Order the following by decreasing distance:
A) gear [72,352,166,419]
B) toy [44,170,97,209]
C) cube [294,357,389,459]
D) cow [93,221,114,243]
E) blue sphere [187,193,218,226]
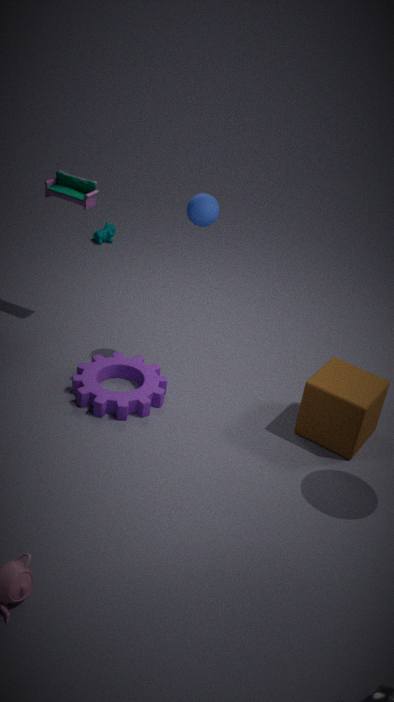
cow [93,221,114,243]
toy [44,170,97,209]
gear [72,352,166,419]
blue sphere [187,193,218,226]
cube [294,357,389,459]
